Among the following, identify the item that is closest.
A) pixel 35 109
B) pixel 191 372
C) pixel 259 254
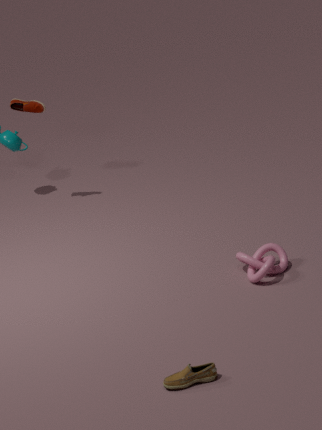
pixel 191 372
